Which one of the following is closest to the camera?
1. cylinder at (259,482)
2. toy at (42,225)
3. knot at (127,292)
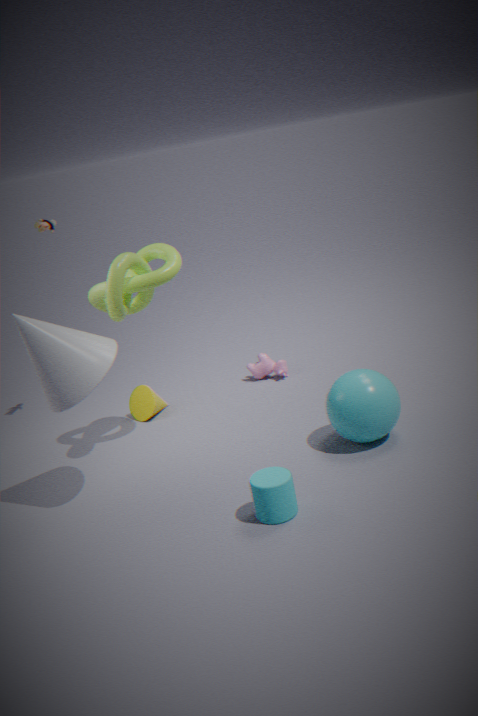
cylinder at (259,482)
